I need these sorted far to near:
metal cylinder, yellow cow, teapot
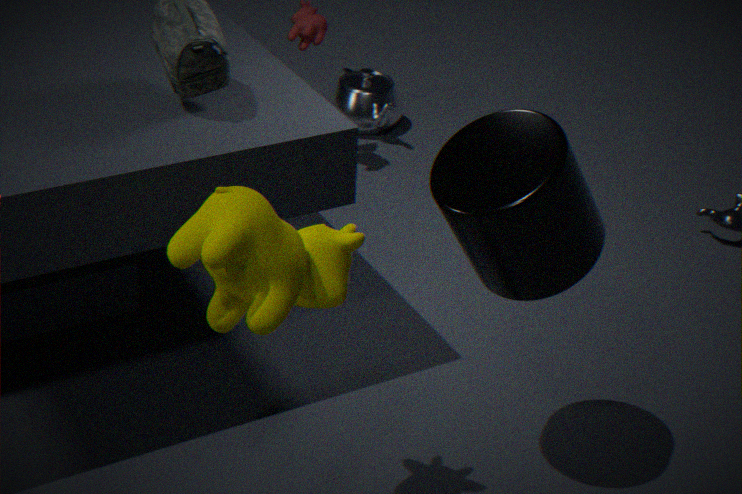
teapot, metal cylinder, yellow cow
